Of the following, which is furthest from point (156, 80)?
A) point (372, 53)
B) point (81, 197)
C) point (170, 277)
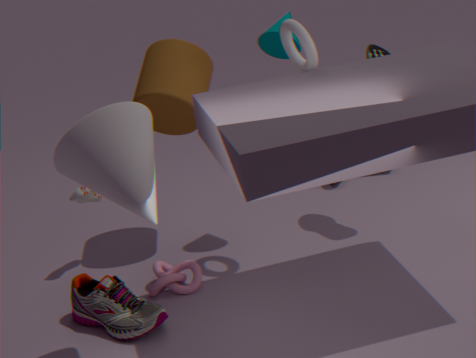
point (372, 53)
